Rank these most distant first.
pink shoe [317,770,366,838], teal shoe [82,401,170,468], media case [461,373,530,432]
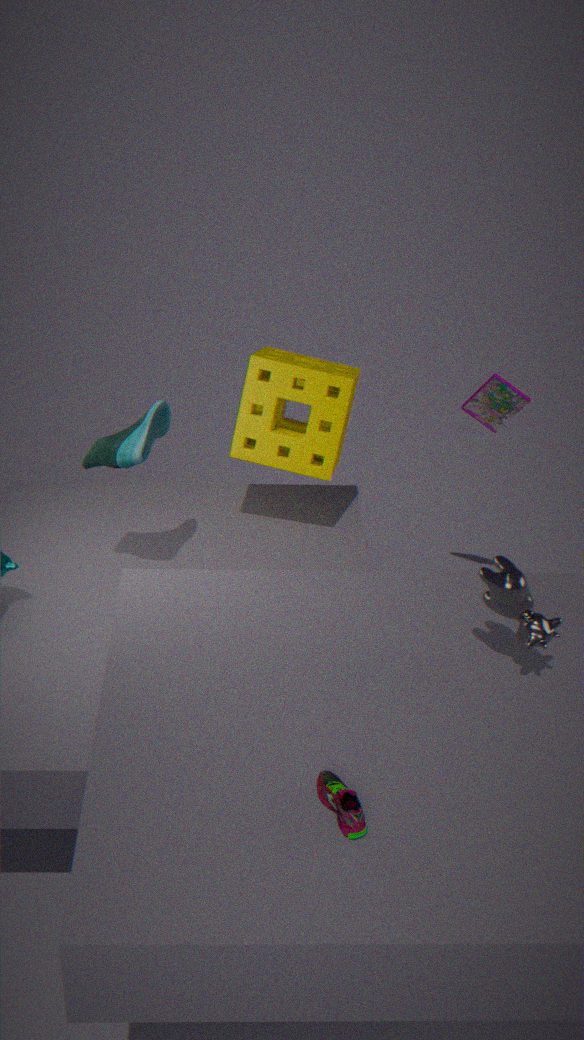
media case [461,373,530,432] < teal shoe [82,401,170,468] < pink shoe [317,770,366,838]
